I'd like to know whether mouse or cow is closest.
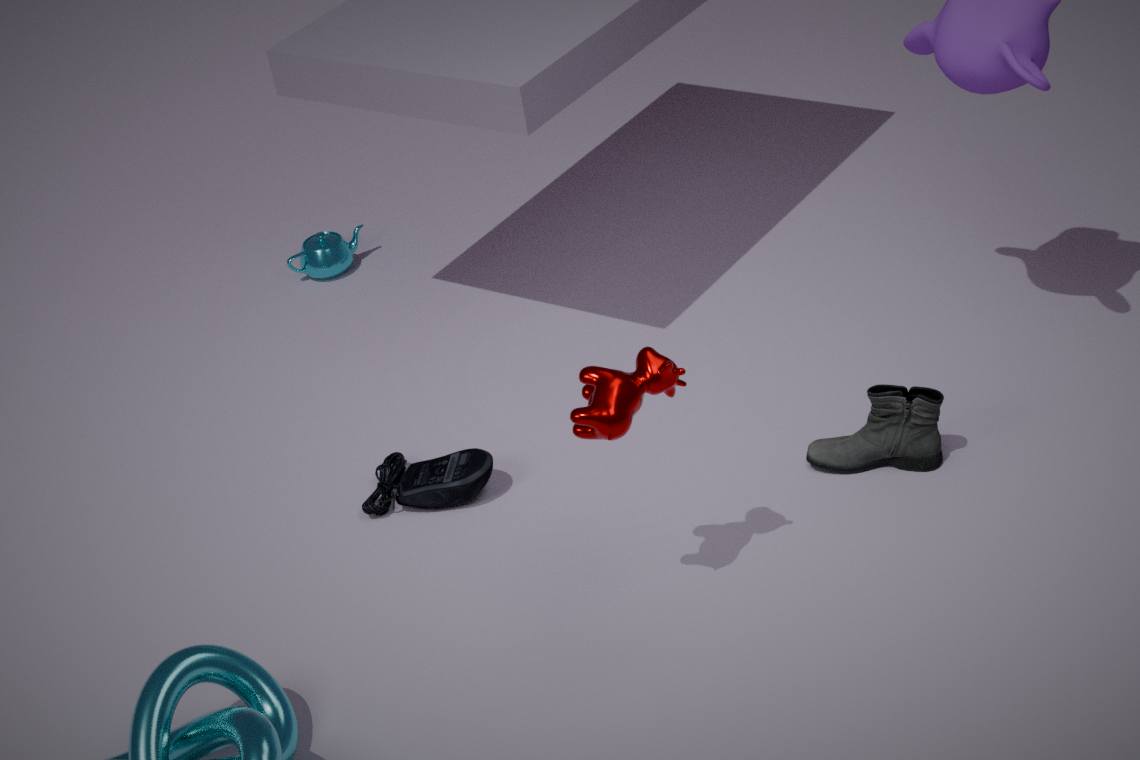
cow
